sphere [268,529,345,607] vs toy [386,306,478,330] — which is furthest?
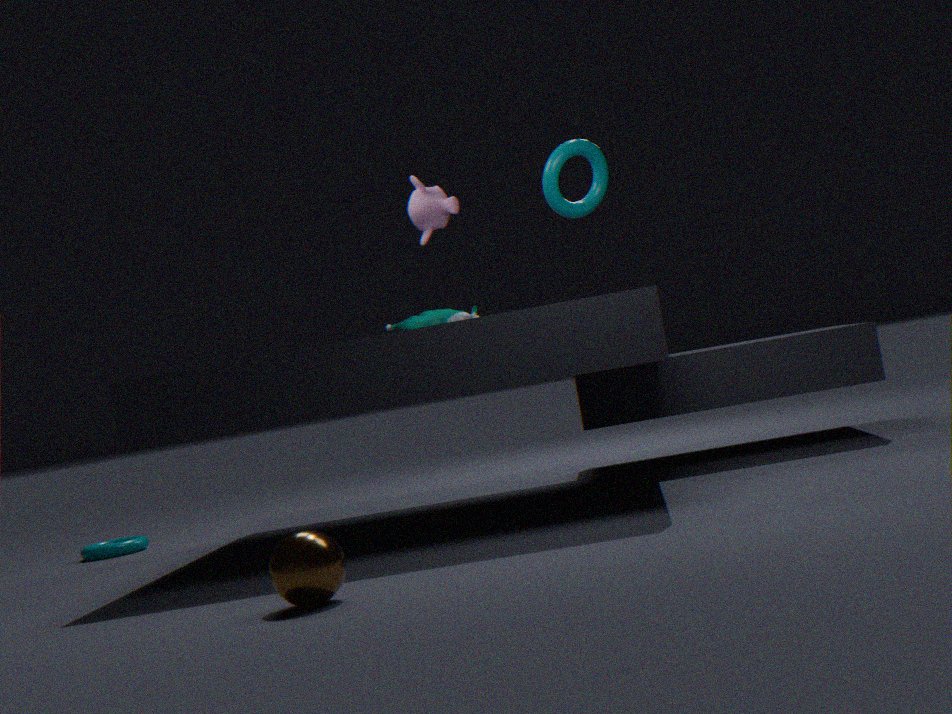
toy [386,306,478,330]
